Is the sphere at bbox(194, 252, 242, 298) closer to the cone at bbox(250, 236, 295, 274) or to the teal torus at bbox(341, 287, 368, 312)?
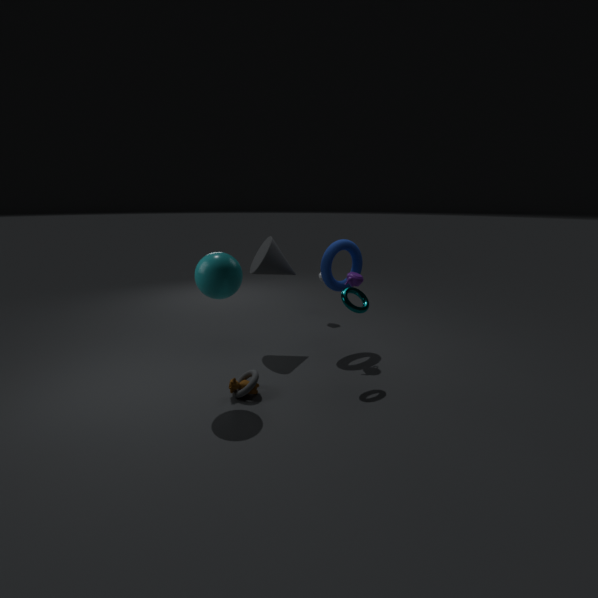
the cone at bbox(250, 236, 295, 274)
